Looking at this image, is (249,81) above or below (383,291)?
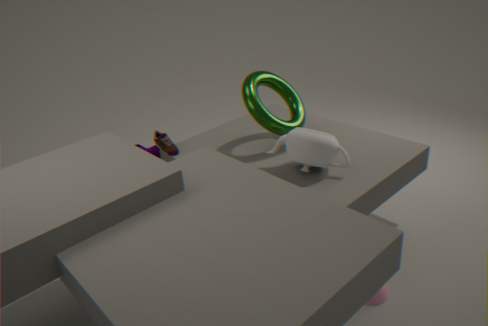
above
